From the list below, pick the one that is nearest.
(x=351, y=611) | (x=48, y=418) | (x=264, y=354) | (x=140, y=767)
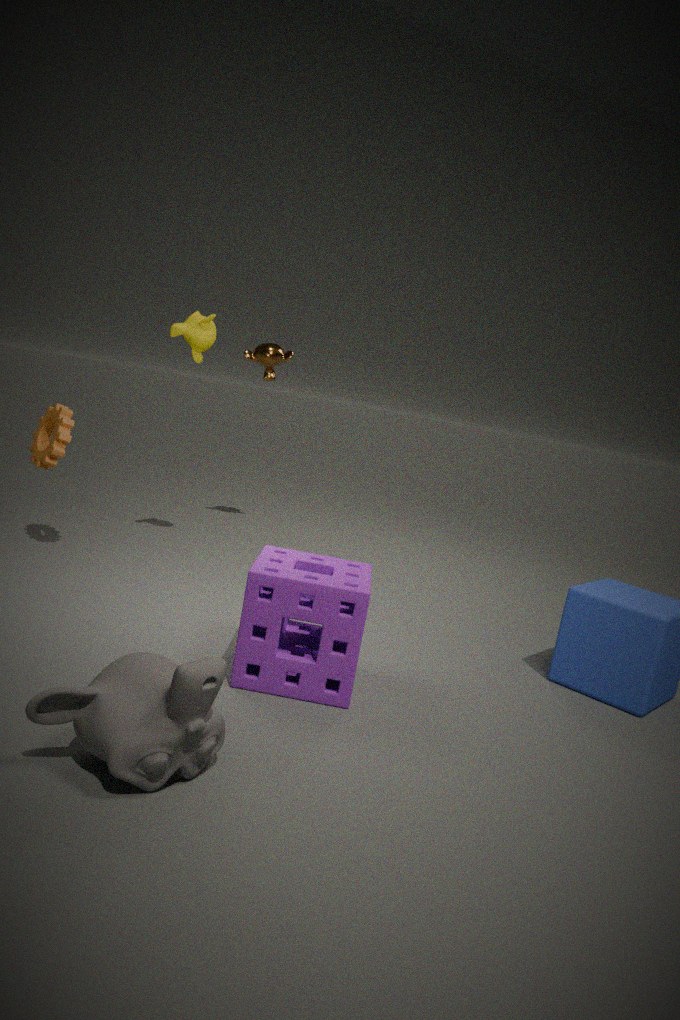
(x=140, y=767)
